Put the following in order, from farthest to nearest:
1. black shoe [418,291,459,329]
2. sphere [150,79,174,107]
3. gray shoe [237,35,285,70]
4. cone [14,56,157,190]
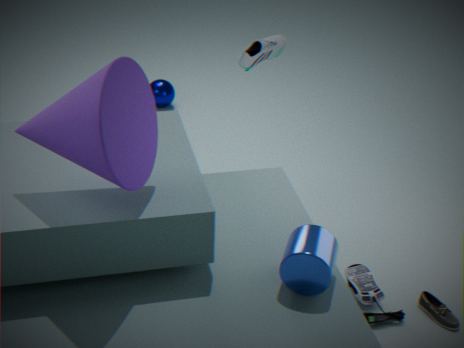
sphere [150,79,174,107] → gray shoe [237,35,285,70] → black shoe [418,291,459,329] → cone [14,56,157,190]
